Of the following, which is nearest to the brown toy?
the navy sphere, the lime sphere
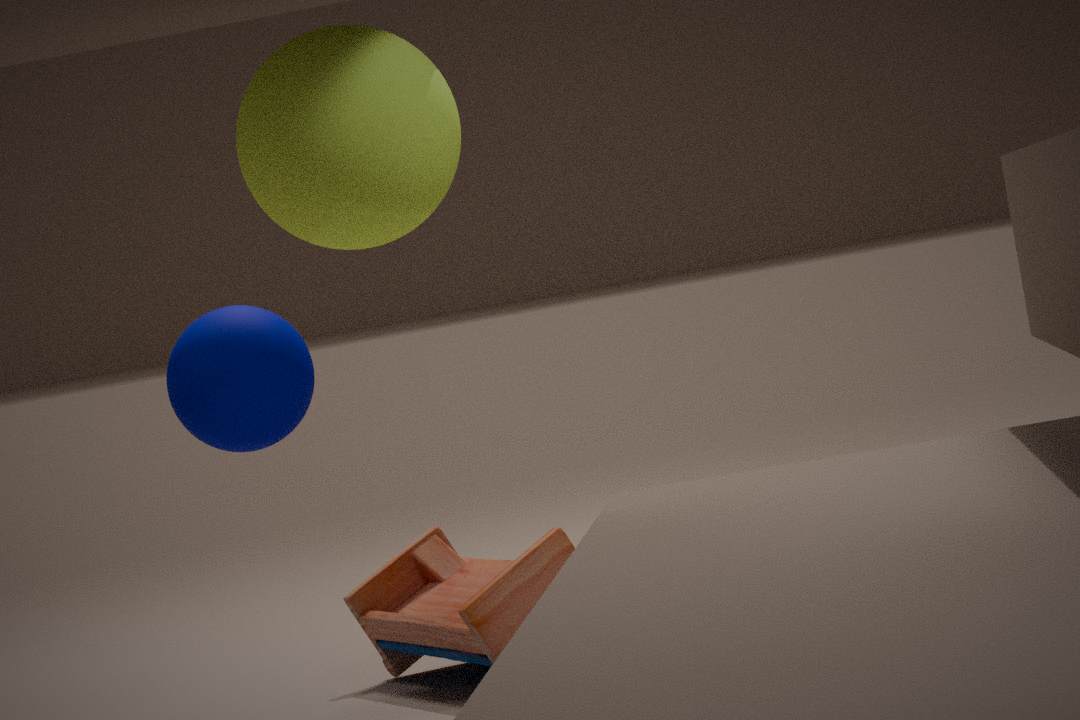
the navy sphere
